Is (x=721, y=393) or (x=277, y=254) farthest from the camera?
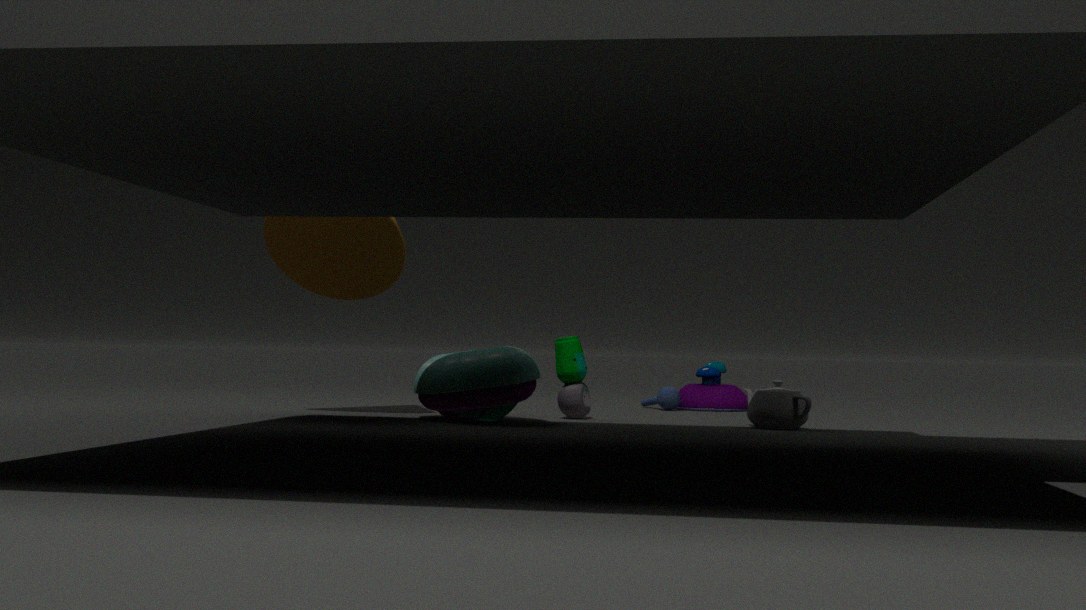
(x=721, y=393)
